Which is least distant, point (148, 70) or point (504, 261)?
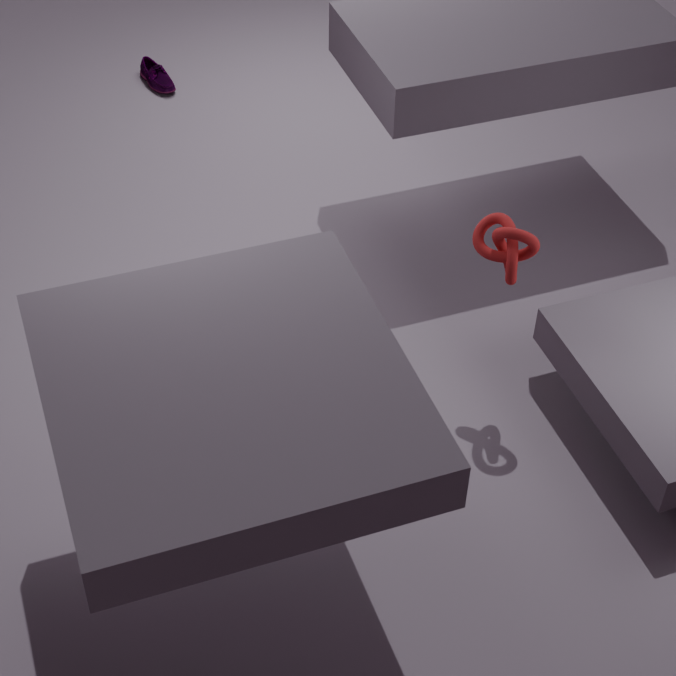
point (504, 261)
